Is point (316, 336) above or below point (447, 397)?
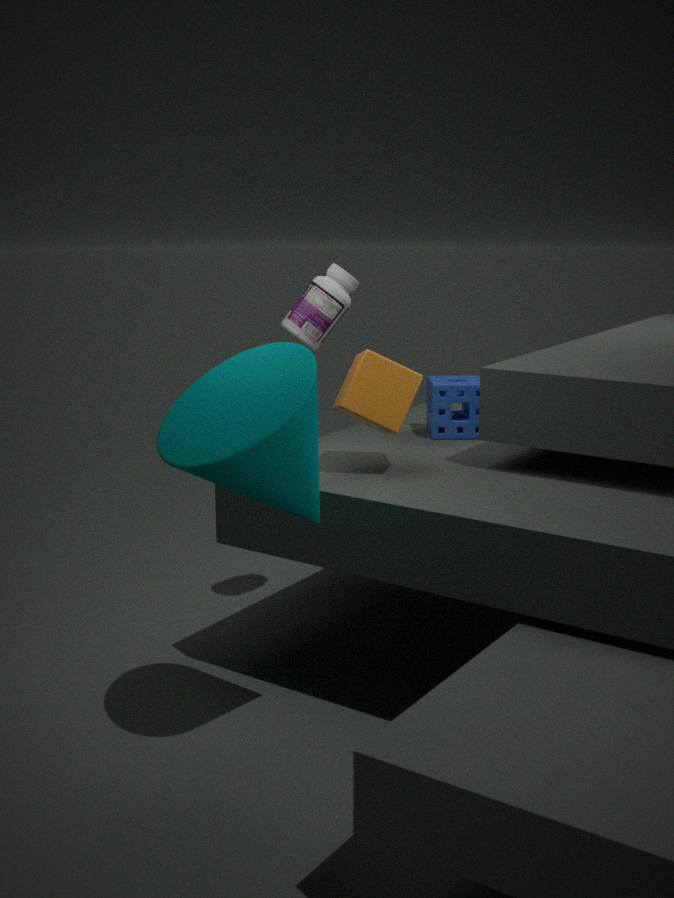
above
